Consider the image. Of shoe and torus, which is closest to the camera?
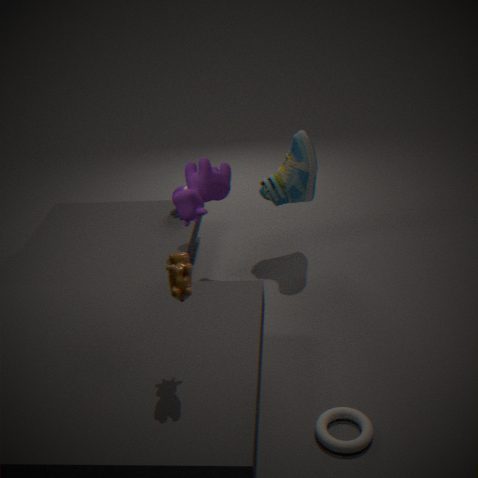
torus
